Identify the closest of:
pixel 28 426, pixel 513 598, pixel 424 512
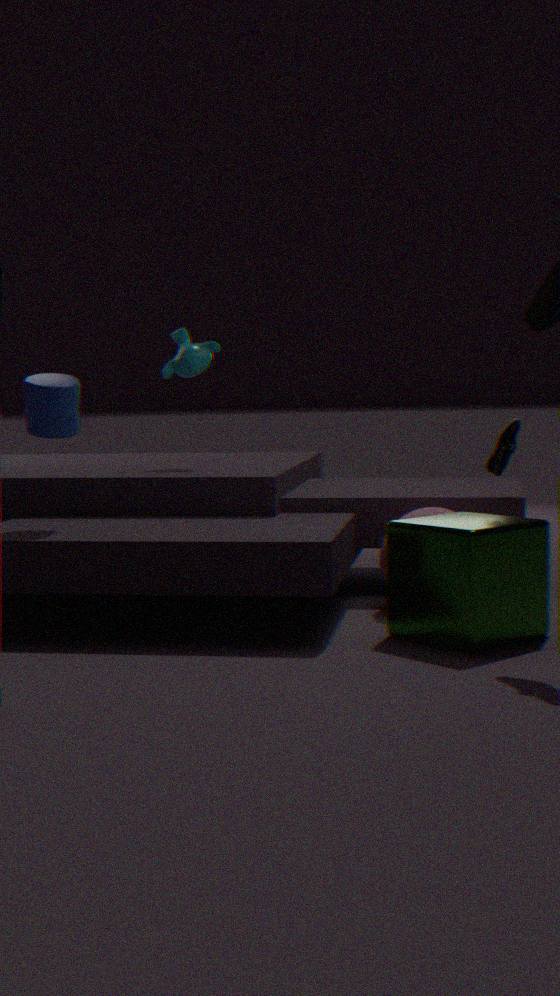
pixel 513 598
